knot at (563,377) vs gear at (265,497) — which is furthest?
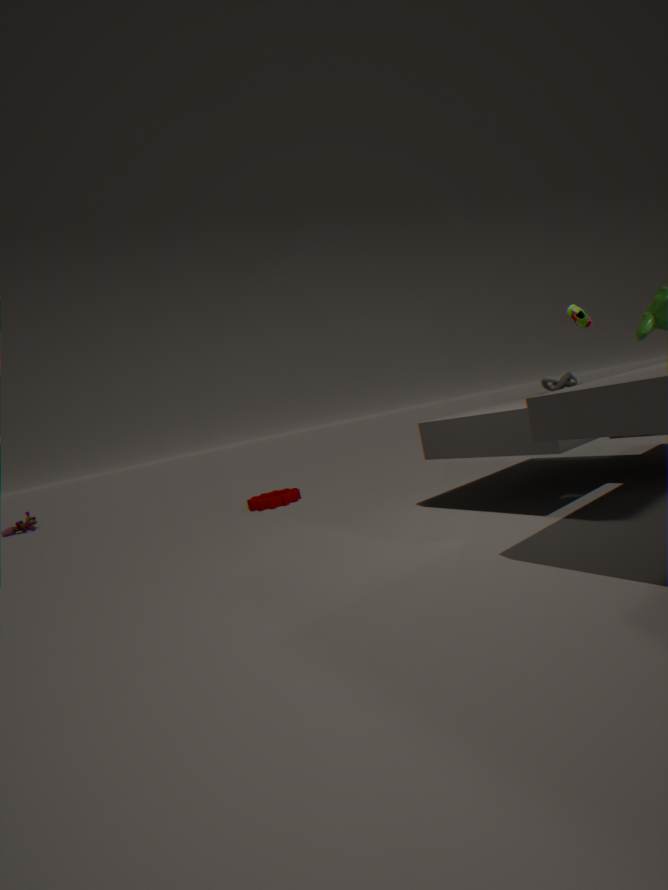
gear at (265,497)
